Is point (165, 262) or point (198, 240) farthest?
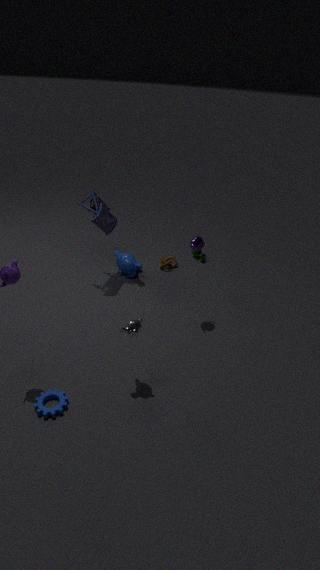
point (165, 262)
